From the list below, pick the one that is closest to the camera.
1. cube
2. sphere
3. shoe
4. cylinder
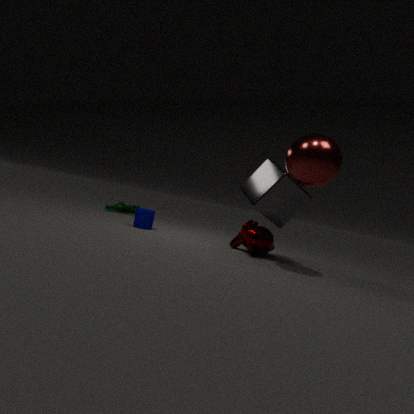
sphere
